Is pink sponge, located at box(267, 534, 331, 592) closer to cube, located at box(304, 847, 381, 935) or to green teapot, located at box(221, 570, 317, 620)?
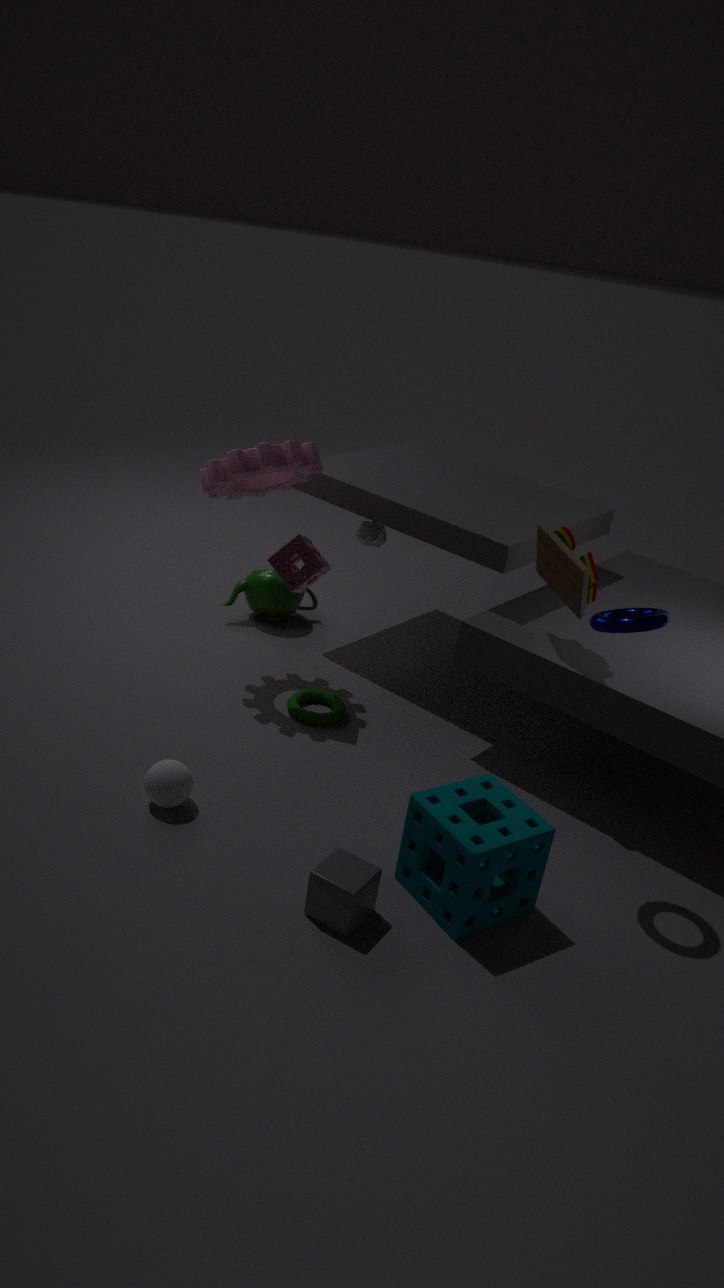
green teapot, located at box(221, 570, 317, 620)
